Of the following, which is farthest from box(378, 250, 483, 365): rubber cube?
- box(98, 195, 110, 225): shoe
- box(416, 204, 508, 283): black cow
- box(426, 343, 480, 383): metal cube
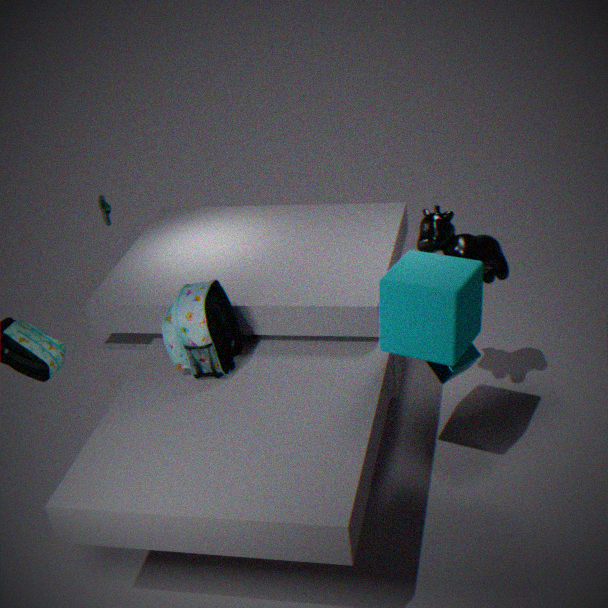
box(98, 195, 110, 225): shoe
